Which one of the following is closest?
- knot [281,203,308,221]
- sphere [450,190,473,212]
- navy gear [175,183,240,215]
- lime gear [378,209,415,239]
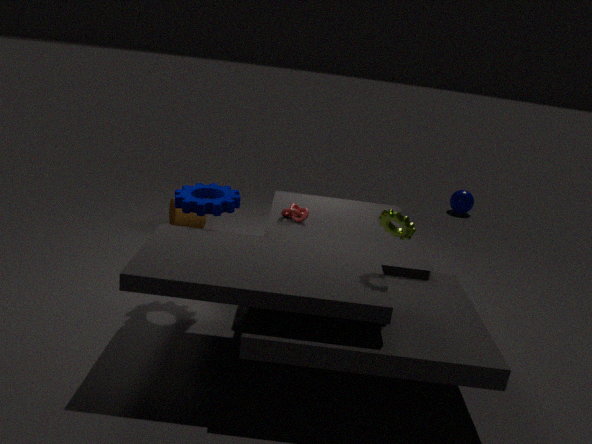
lime gear [378,209,415,239]
